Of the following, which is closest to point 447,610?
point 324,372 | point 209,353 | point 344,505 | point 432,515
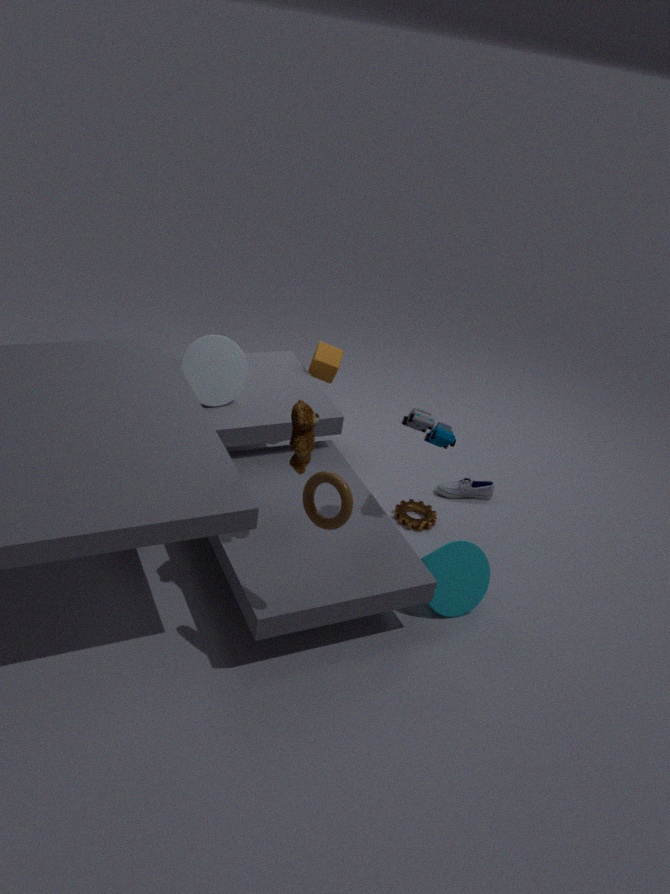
point 432,515
